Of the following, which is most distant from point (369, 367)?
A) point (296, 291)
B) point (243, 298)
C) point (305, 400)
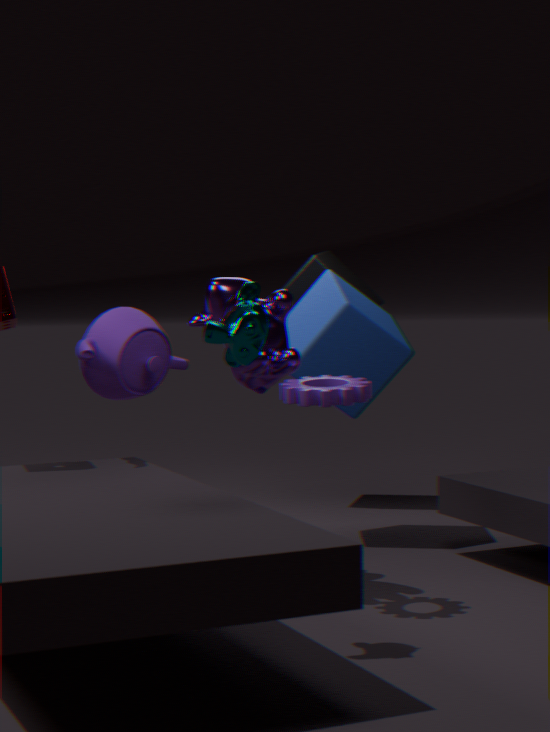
point (243, 298)
